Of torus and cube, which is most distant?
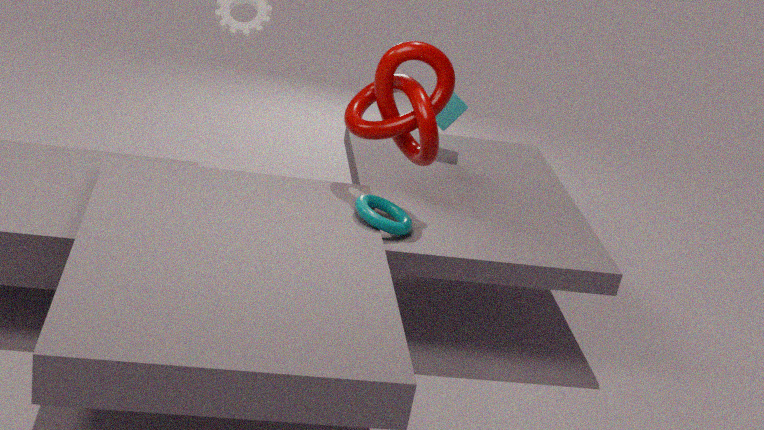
cube
